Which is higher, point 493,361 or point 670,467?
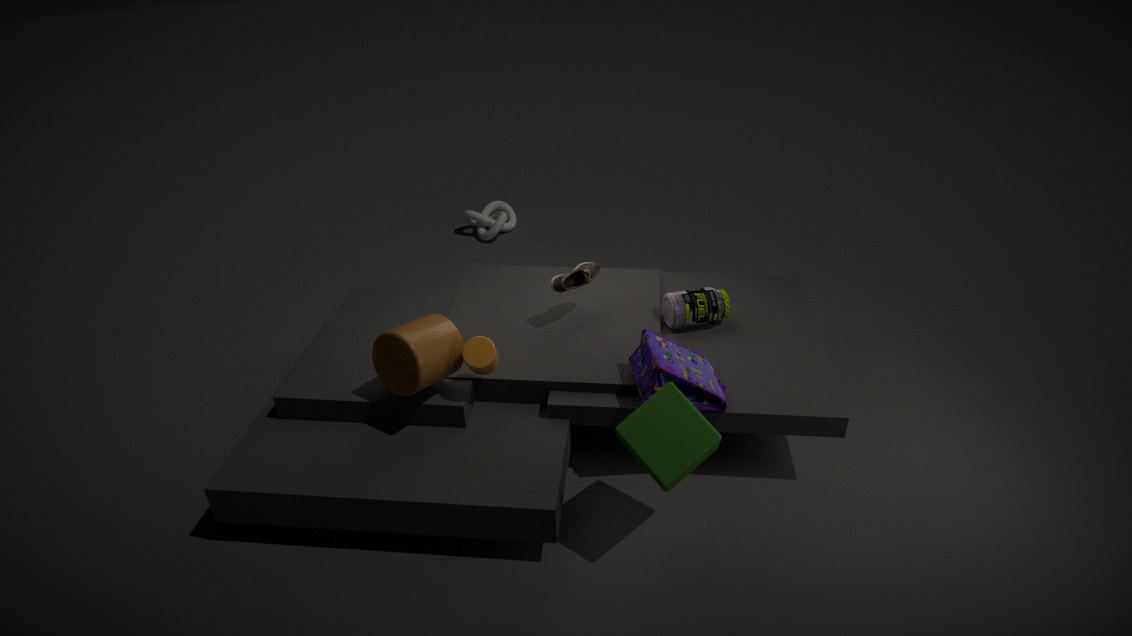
point 493,361
